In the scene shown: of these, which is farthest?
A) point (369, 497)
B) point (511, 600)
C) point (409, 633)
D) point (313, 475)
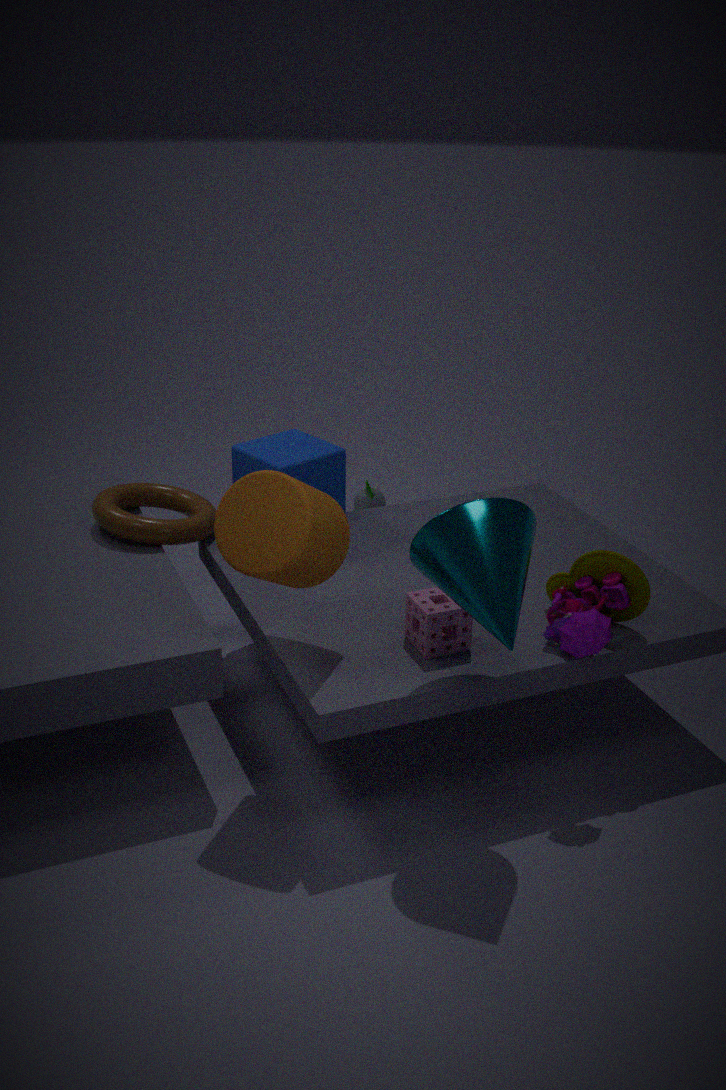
point (369, 497)
